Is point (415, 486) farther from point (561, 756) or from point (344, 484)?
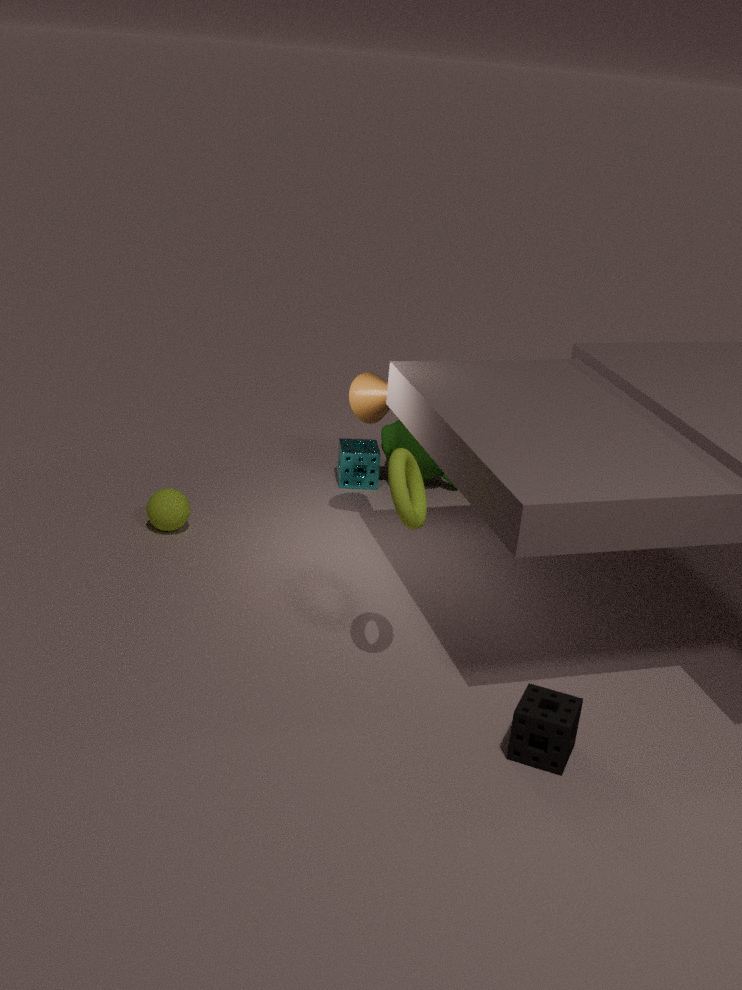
point (344, 484)
